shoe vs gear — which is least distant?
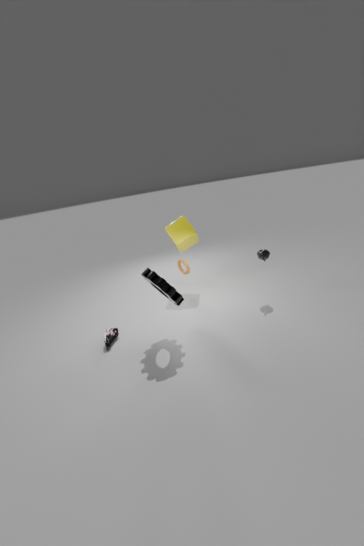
gear
